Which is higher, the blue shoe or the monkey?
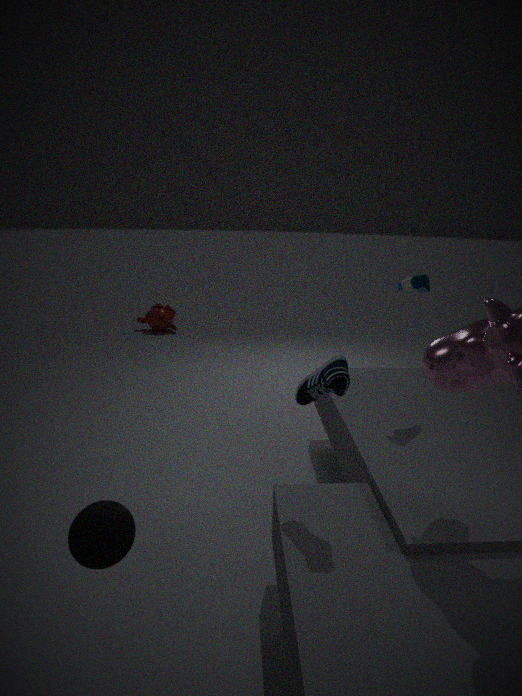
the blue shoe
